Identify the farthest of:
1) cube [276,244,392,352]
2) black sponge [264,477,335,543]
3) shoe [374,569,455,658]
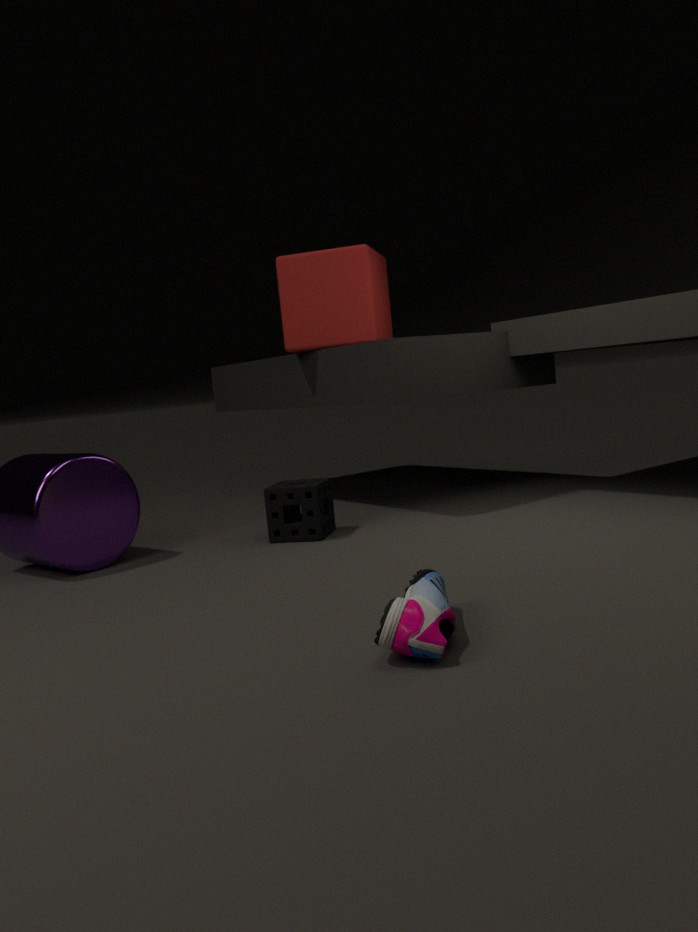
1. cube [276,244,392,352]
